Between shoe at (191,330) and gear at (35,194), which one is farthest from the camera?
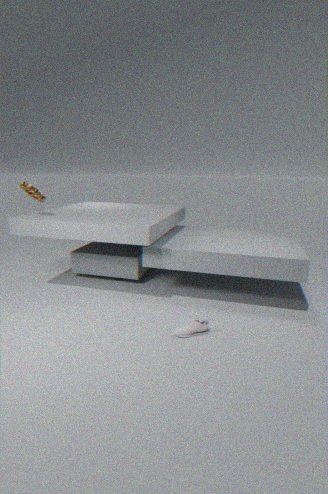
gear at (35,194)
